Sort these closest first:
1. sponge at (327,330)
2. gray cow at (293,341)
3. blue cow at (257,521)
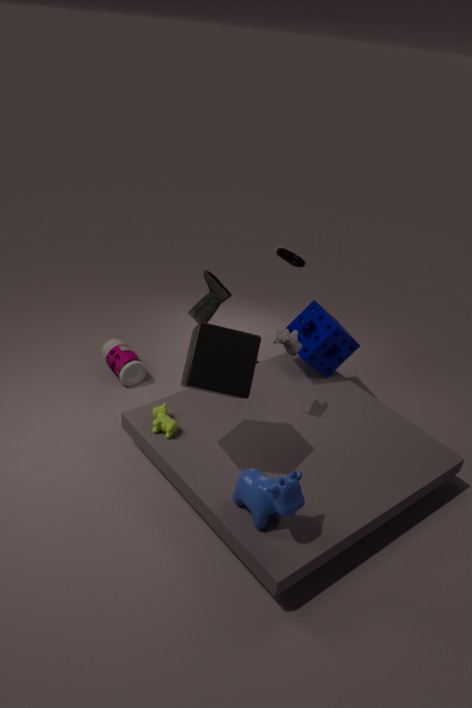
1. blue cow at (257,521)
2. gray cow at (293,341)
3. sponge at (327,330)
